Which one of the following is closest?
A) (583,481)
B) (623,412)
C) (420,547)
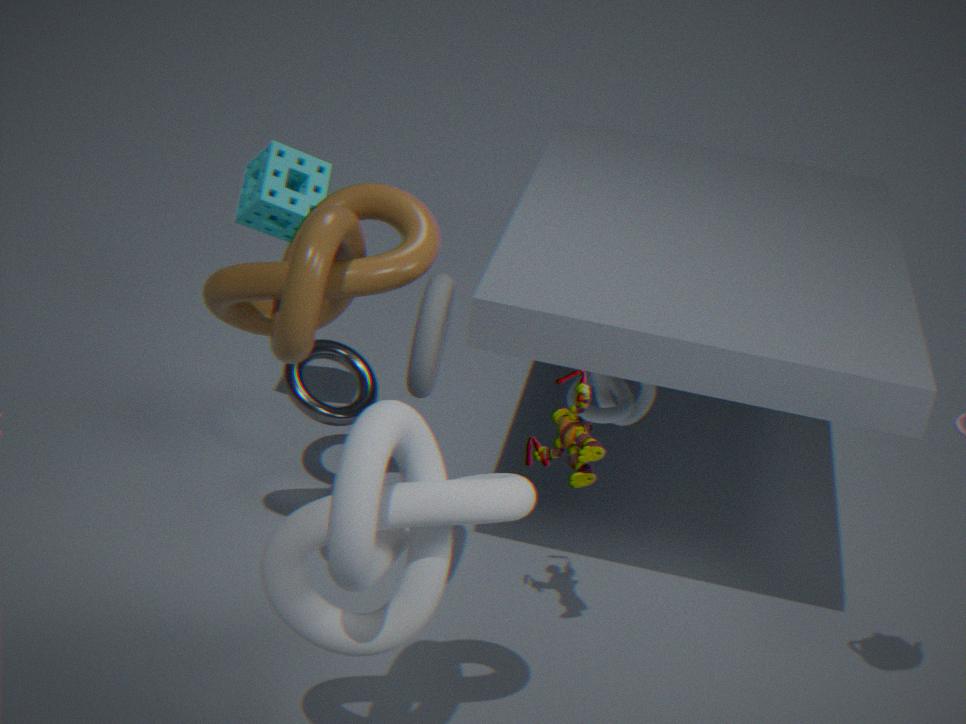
(420,547)
